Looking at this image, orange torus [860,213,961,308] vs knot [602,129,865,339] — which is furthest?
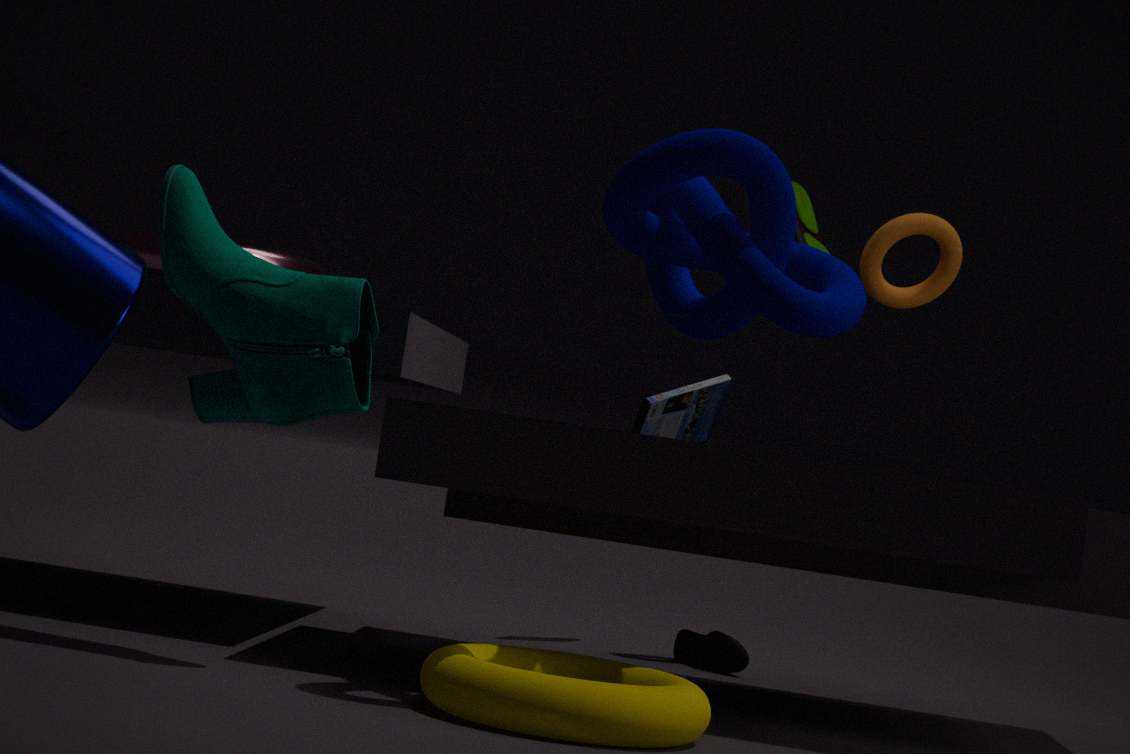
orange torus [860,213,961,308]
